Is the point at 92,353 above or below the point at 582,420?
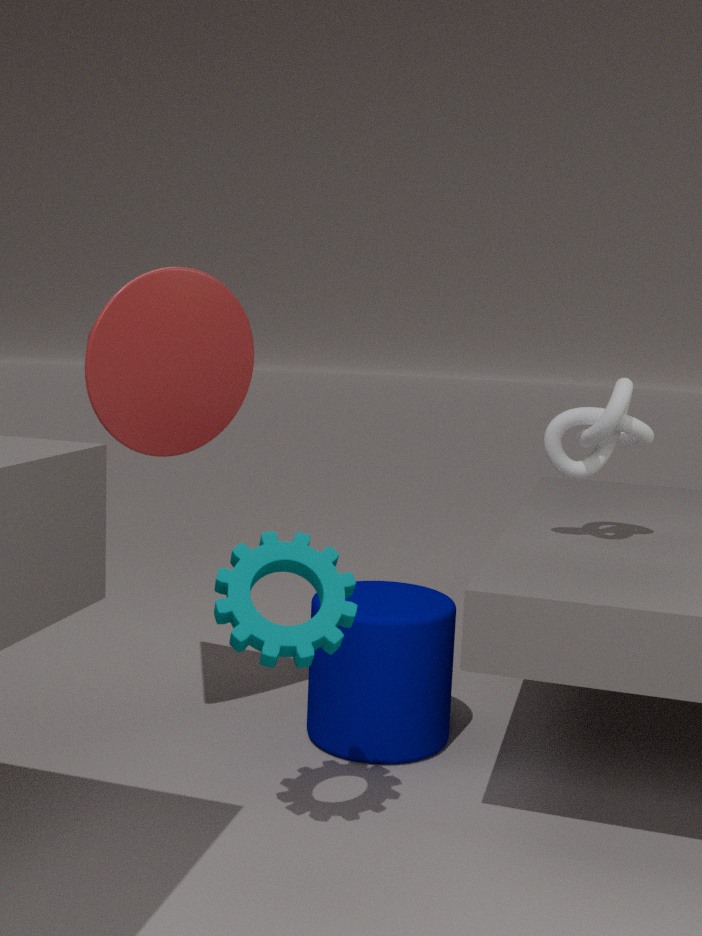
above
